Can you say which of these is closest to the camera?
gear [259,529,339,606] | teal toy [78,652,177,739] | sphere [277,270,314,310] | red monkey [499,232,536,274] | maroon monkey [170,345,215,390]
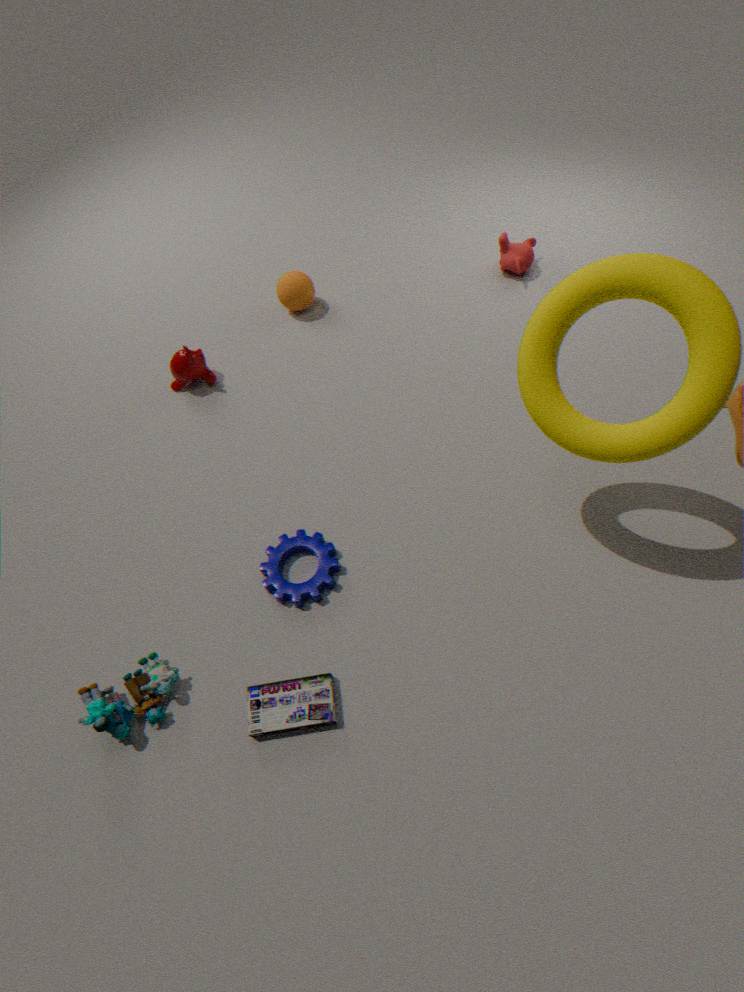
teal toy [78,652,177,739]
